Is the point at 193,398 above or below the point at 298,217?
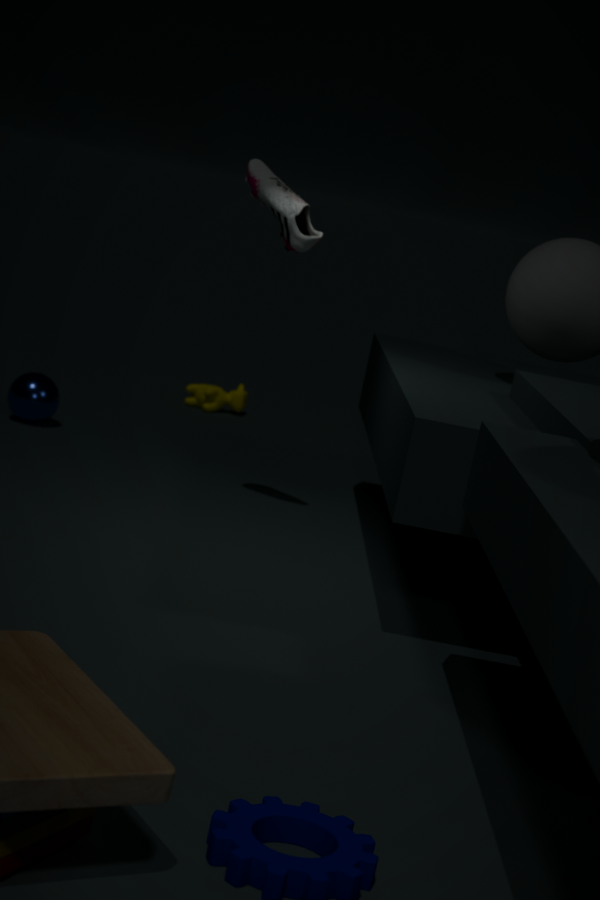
below
